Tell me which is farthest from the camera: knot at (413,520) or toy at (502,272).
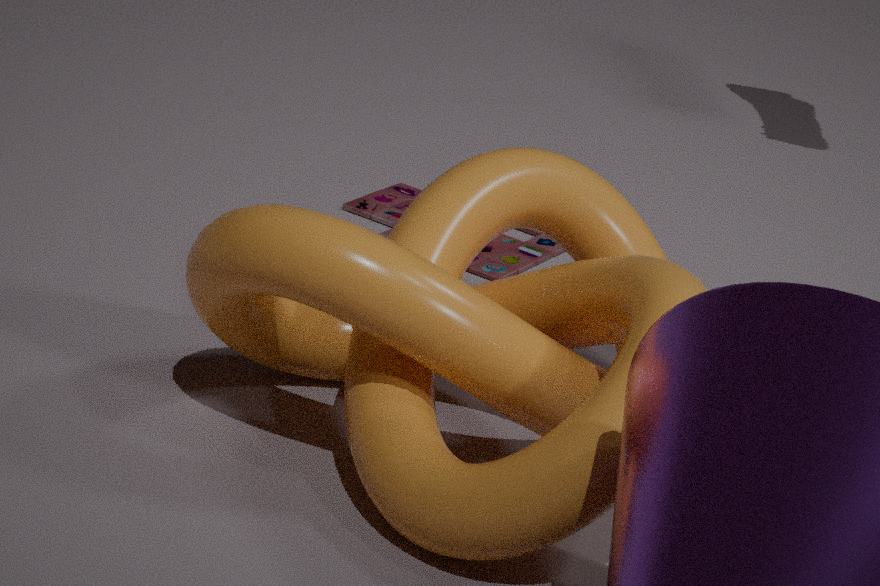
toy at (502,272)
